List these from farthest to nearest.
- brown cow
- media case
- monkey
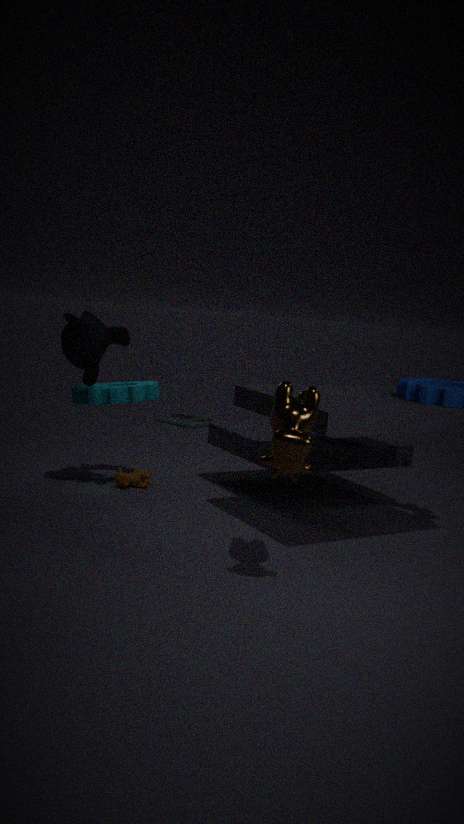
1. media case
2. monkey
3. brown cow
